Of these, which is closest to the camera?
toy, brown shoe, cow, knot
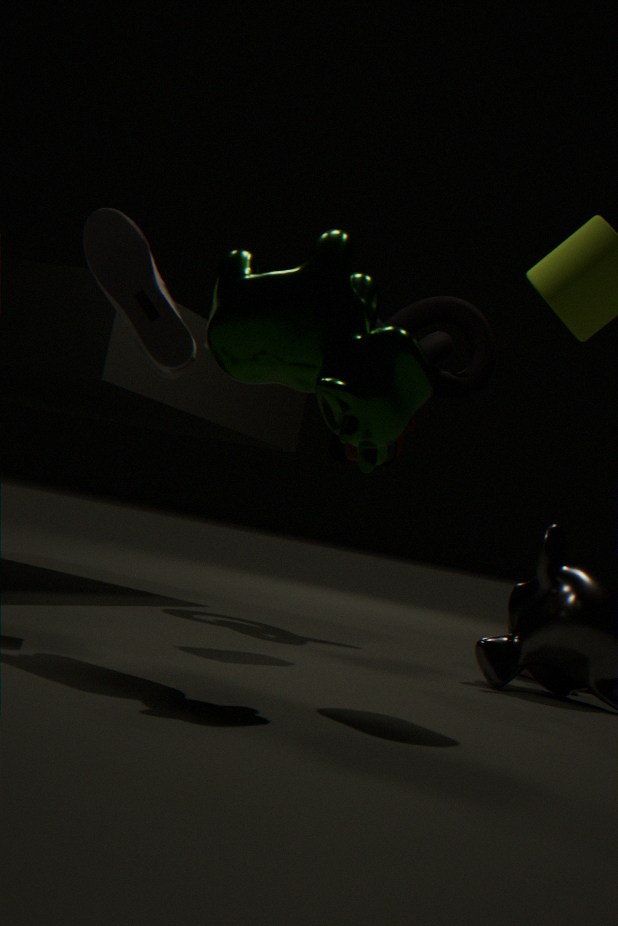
cow
